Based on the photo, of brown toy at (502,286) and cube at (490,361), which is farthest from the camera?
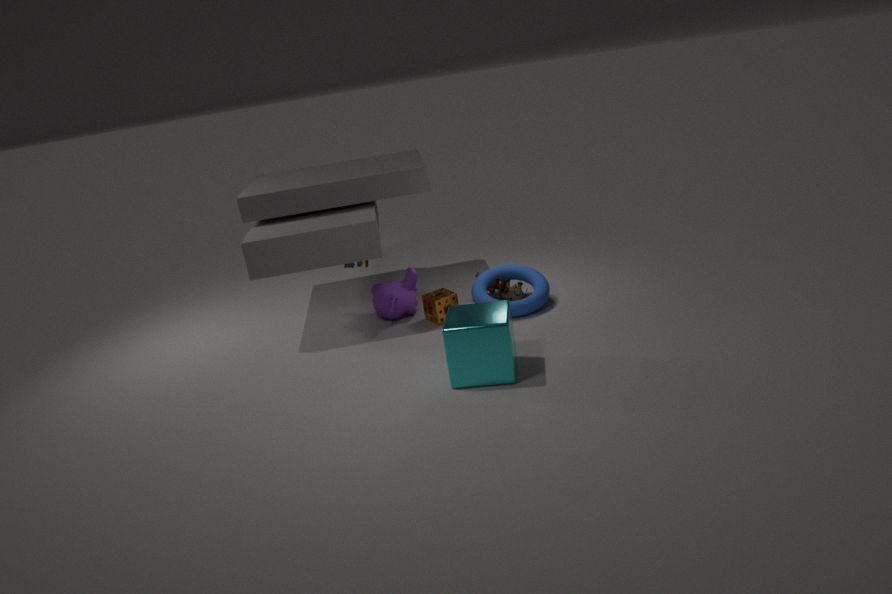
brown toy at (502,286)
